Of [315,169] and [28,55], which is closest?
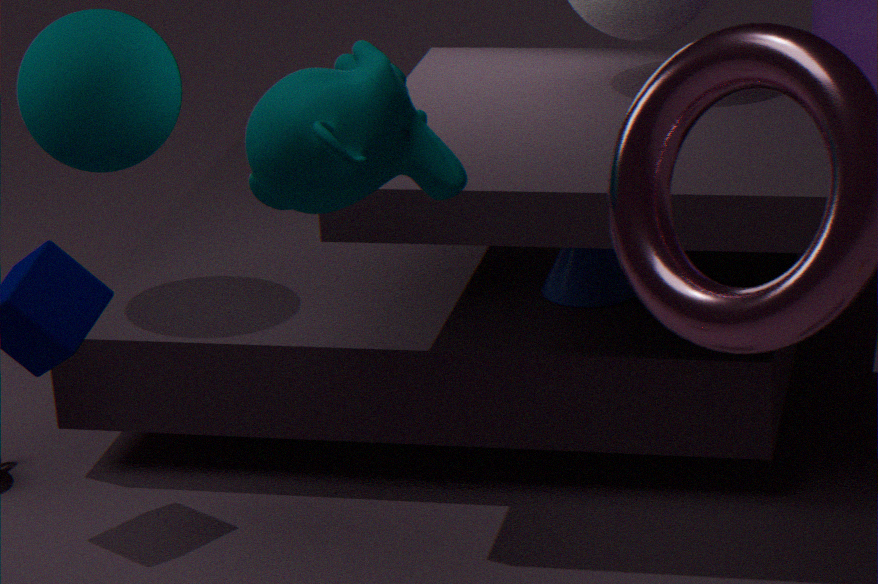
[315,169]
